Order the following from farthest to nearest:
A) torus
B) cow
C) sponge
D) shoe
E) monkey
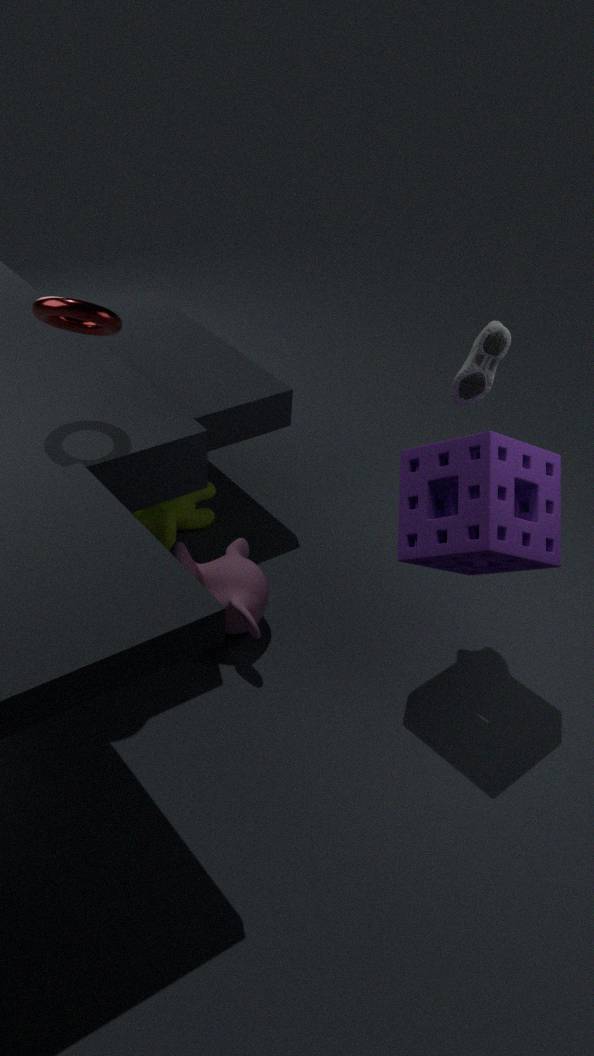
cow → monkey → shoe → sponge → torus
